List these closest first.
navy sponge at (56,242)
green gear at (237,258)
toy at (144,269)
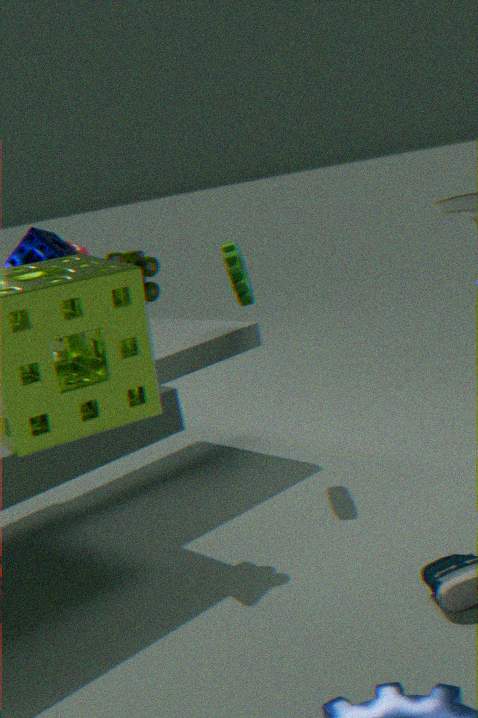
toy at (144,269)
navy sponge at (56,242)
green gear at (237,258)
